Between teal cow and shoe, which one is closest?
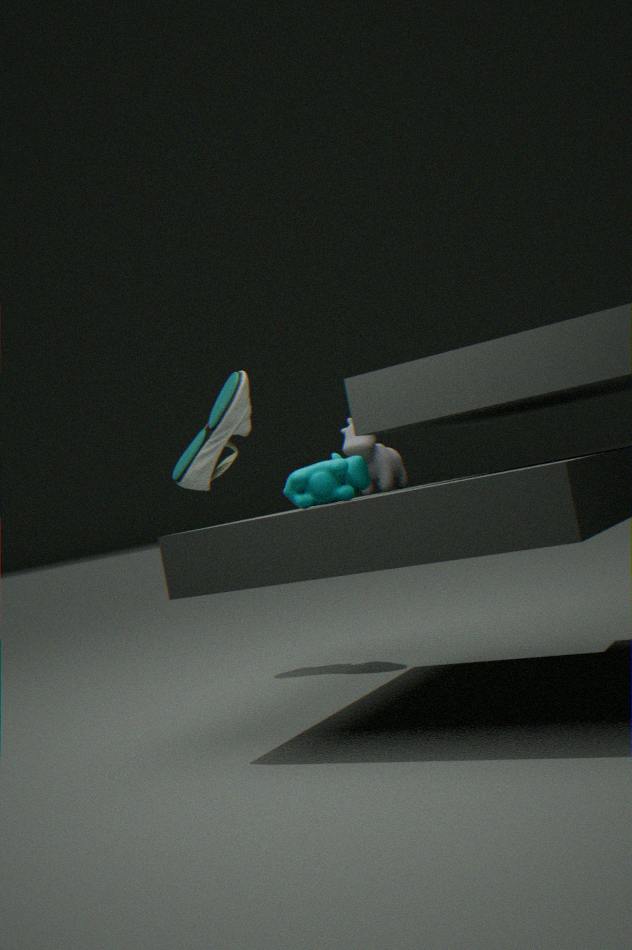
teal cow
